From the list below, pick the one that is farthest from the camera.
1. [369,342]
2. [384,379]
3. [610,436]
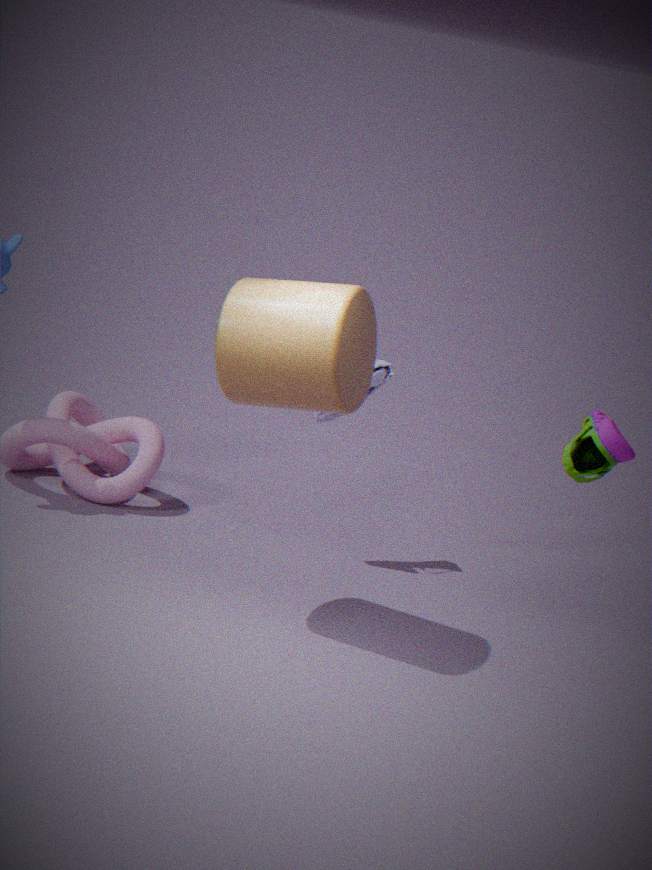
[384,379]
